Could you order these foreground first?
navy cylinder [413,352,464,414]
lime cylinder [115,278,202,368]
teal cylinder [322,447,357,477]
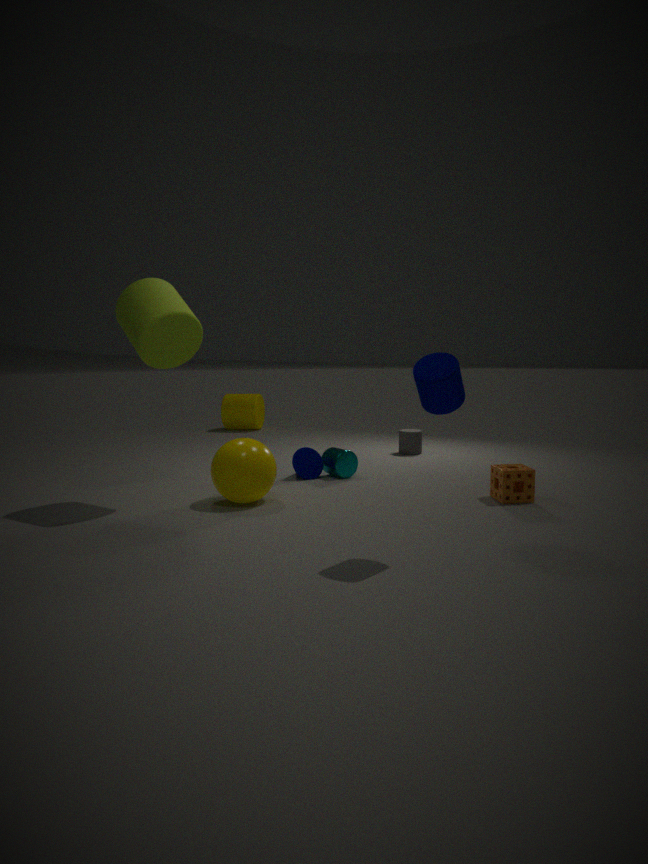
navy cylinder [413,352,464,414]
lime cylinder [115,278,202,368]
teal cylinder [322,447,357,477]
